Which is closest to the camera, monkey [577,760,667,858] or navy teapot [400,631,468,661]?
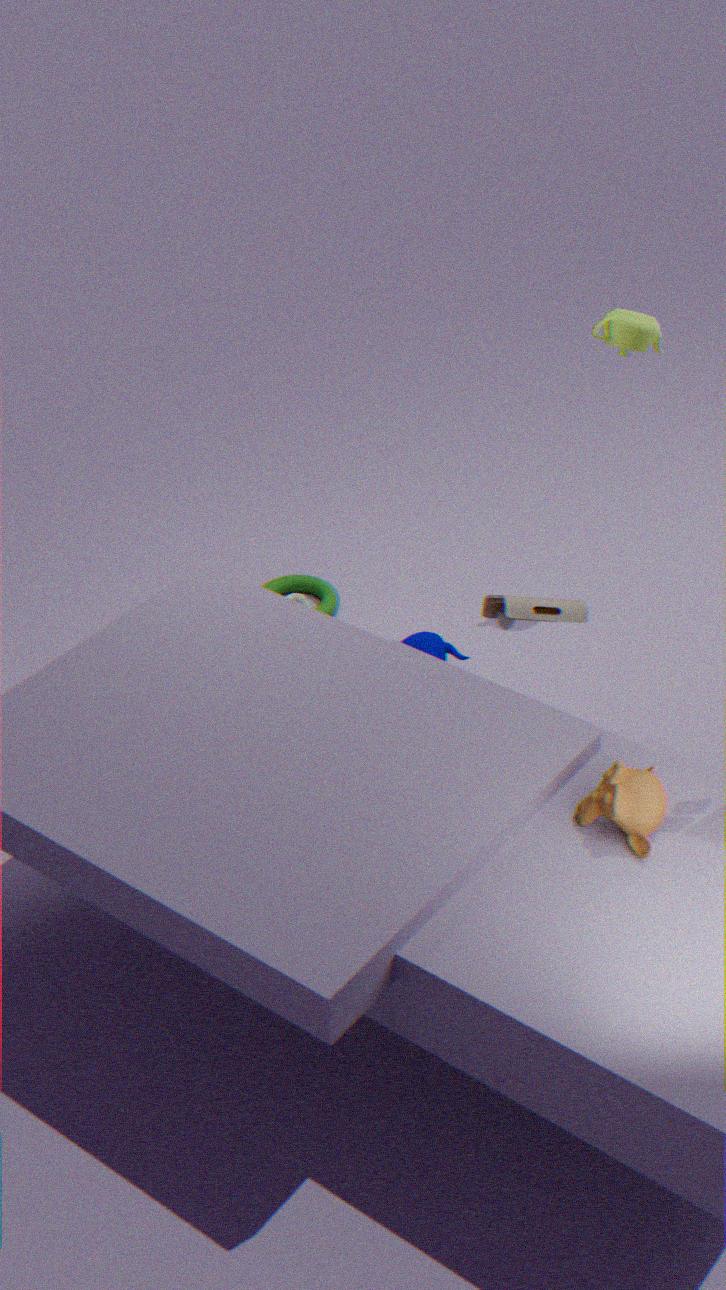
monkey [577,760,667,858]
